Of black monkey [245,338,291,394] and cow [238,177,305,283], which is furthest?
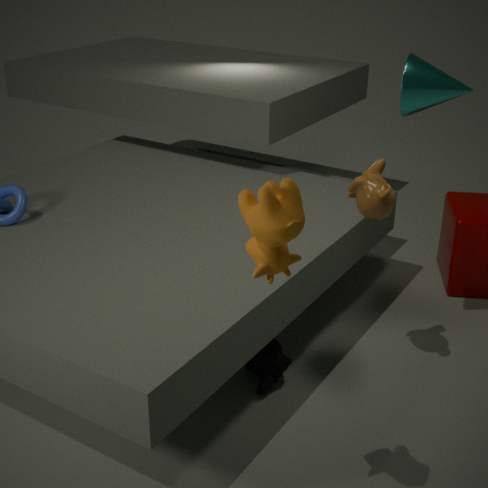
black monkey [245,338,291,394]
